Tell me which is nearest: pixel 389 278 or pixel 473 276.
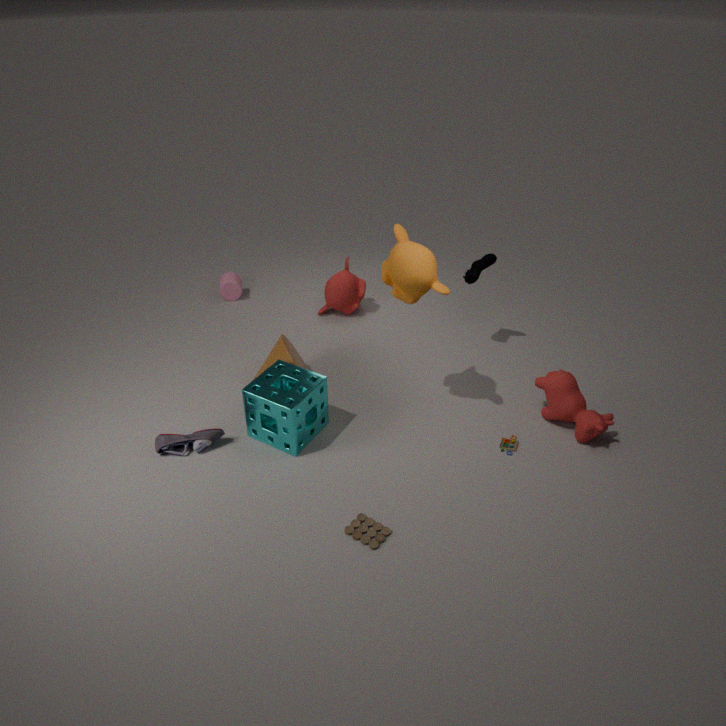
pixel 389 278
